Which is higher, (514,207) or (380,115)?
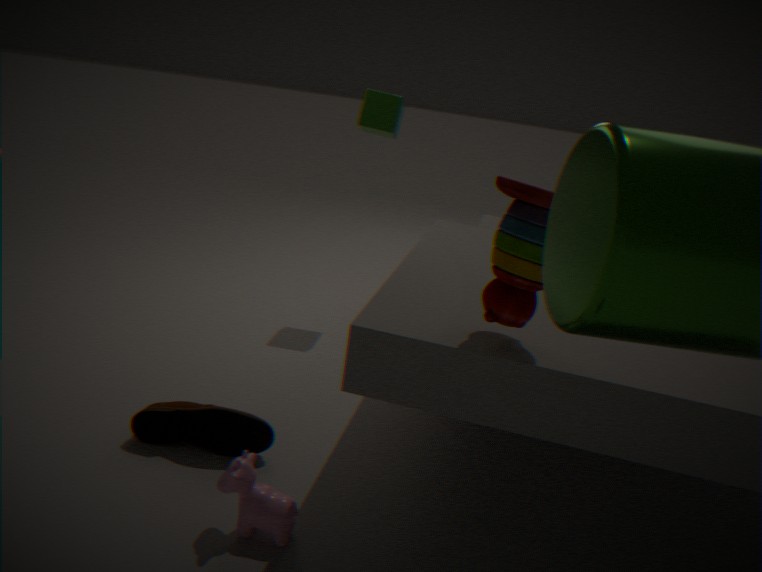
(380,115)
